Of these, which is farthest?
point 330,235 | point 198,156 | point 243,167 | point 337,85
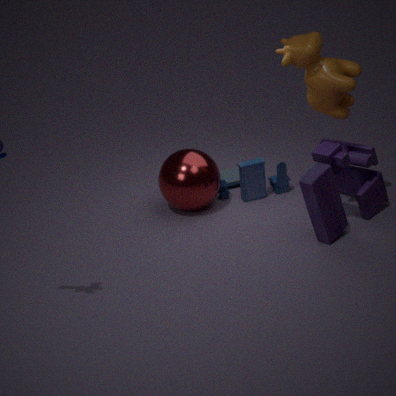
point 243,167
